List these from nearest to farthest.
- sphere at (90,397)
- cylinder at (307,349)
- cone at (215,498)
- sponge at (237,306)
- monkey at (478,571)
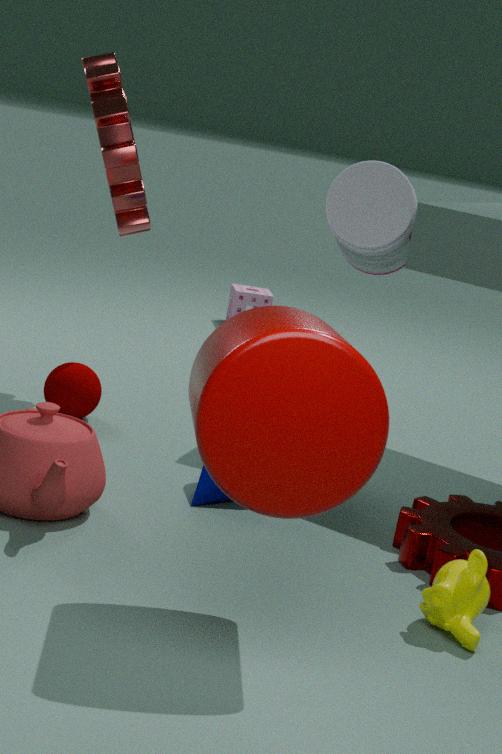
1. cylinder at (307,349)
2. monkey at (478,571)
3. cone at (215,498)
4. sphere at (90,397)
5. sponge at (237,306)
